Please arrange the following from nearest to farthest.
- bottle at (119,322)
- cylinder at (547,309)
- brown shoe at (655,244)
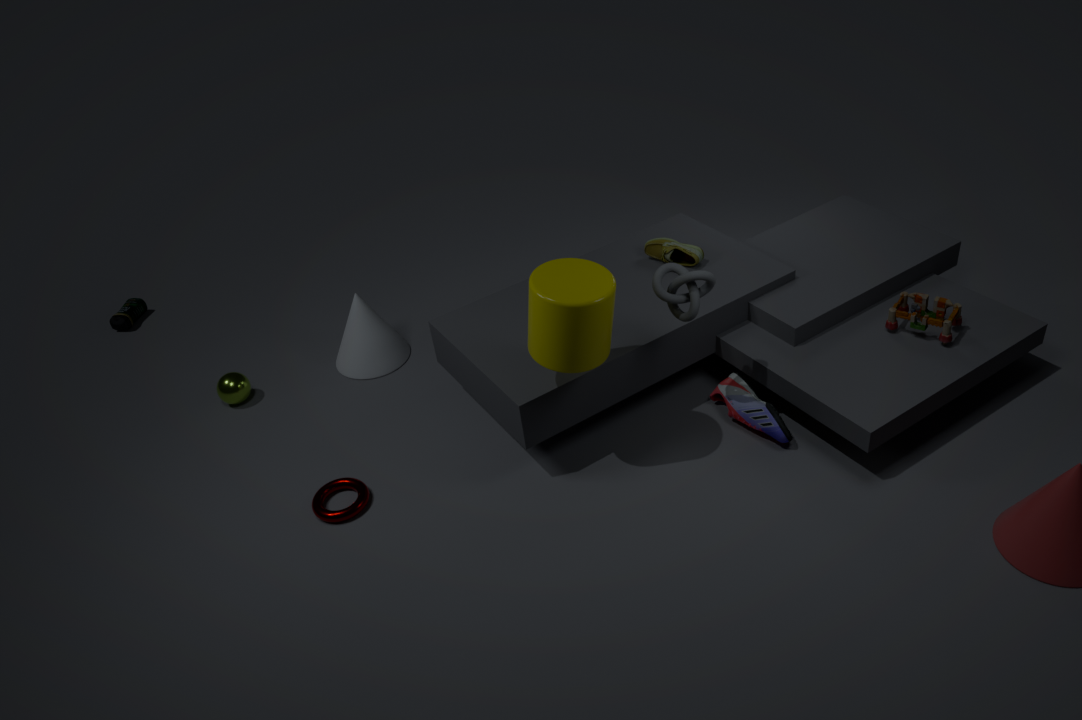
cylinder at (547,309), brown shoe at (655,244), bottle at (119,322)
